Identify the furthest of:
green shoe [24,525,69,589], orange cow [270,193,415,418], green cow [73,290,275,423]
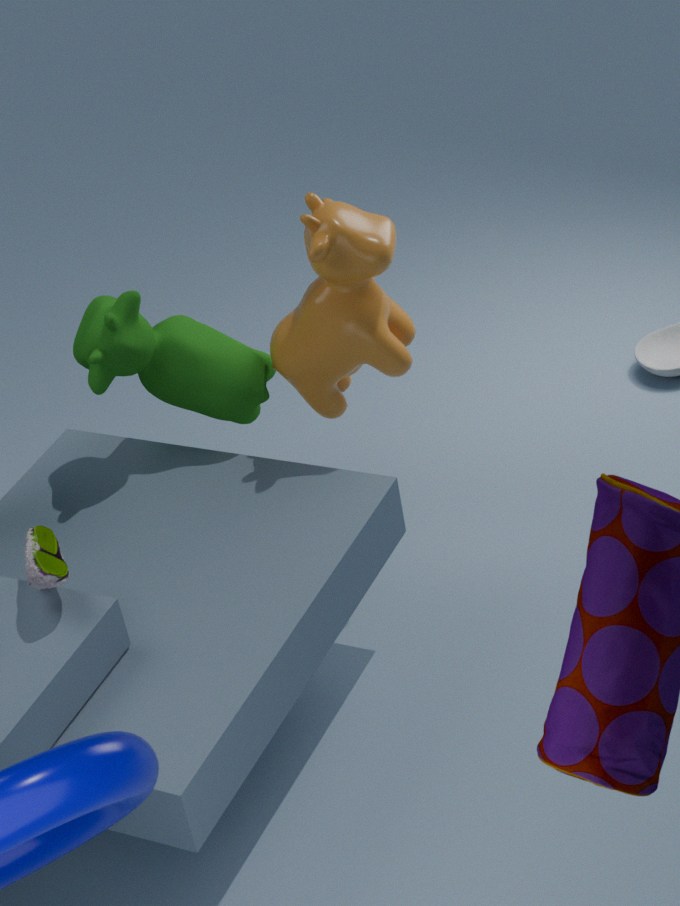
Result: green cow [73,290,275,423]
